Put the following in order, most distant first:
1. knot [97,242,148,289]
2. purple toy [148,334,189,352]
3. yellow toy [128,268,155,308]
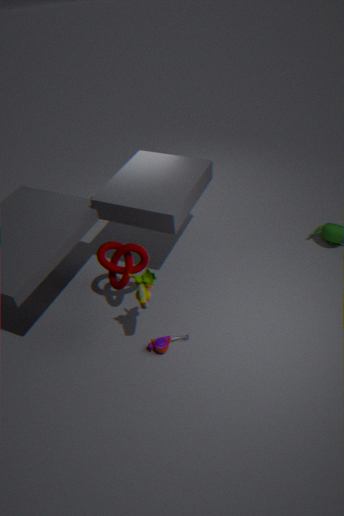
1. knot [97,242,148,289]
2. purple toy [148,334,189,352]
3. yellow toy [128,268,155,308]
